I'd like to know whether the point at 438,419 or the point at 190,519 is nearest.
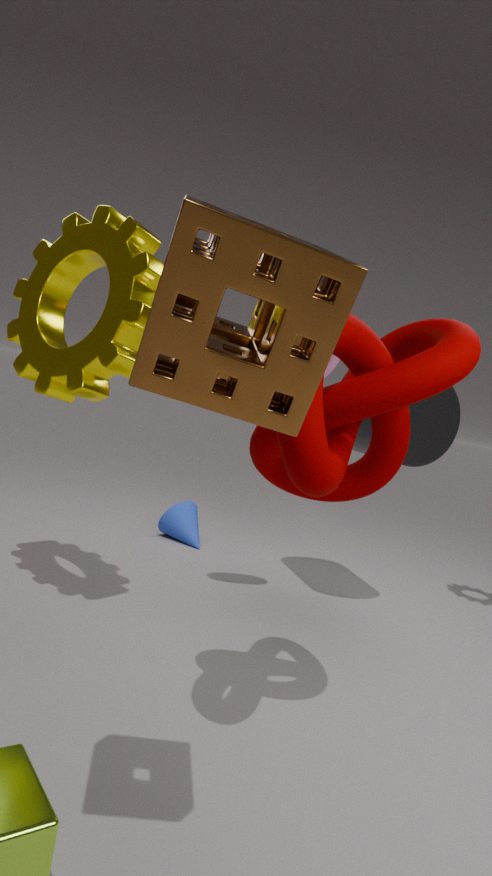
the point at 438,419
